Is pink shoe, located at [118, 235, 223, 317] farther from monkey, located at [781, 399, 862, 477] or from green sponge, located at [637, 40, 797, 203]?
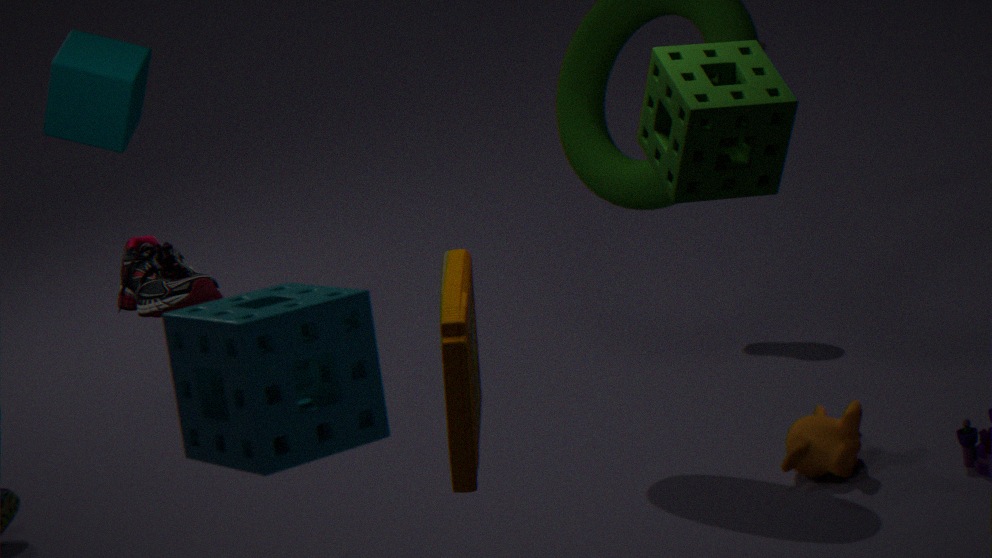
monkey, located at [781, 399, 862, 477]
